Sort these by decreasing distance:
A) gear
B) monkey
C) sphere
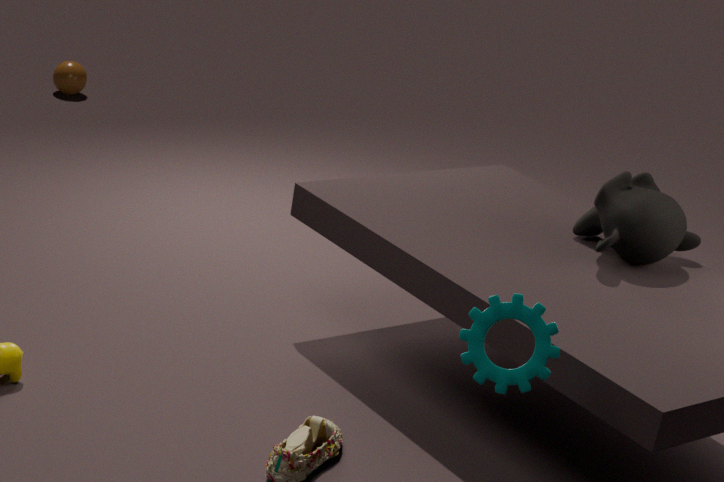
sphere, monkey, gear
